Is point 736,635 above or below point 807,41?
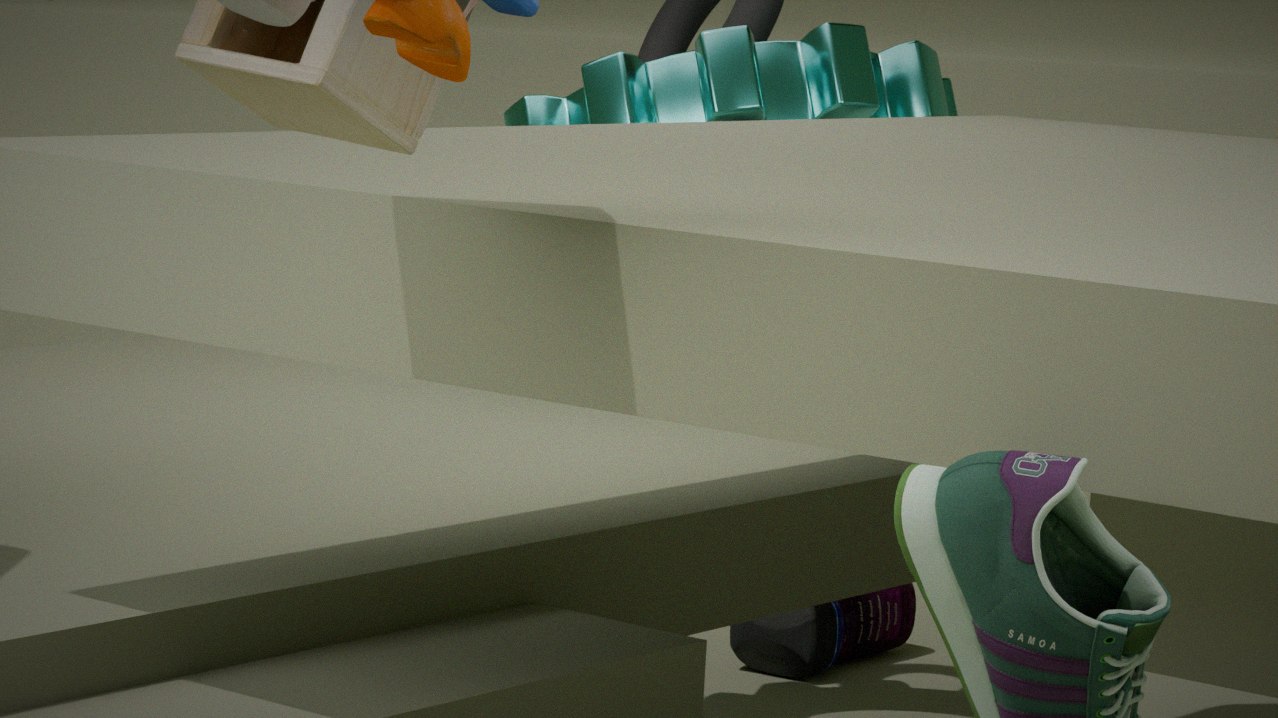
below
